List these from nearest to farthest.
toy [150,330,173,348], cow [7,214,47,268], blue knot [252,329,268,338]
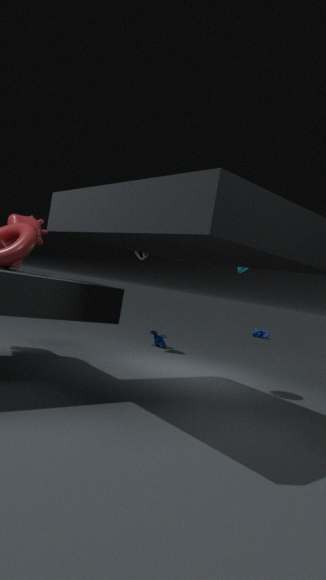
cow [7,214,47,268]
toy [150,330,173,348]
blue knot [252,329,268,338]
